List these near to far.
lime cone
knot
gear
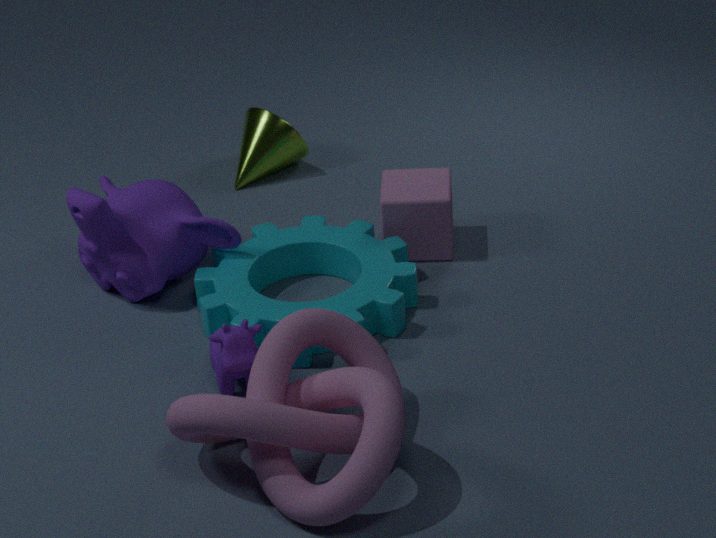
knot → gear → lime cone
